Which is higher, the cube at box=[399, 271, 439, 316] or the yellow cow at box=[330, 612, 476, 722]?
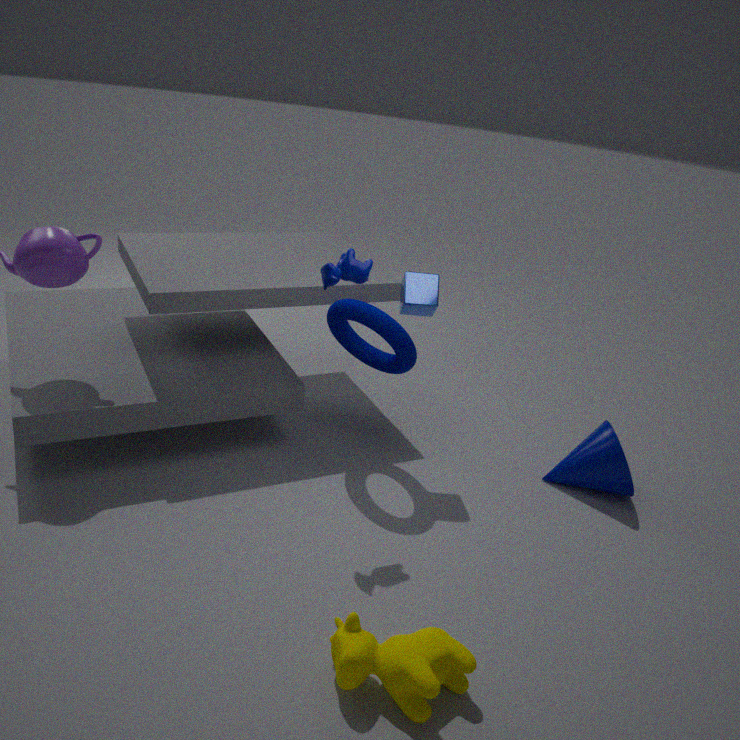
the cube at box=[399, 271, 439, 316]
